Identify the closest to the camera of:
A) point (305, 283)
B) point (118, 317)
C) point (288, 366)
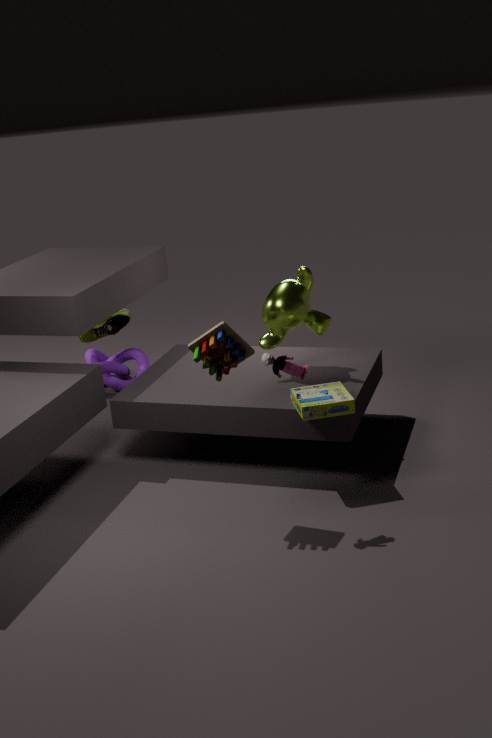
point (288, 366)
